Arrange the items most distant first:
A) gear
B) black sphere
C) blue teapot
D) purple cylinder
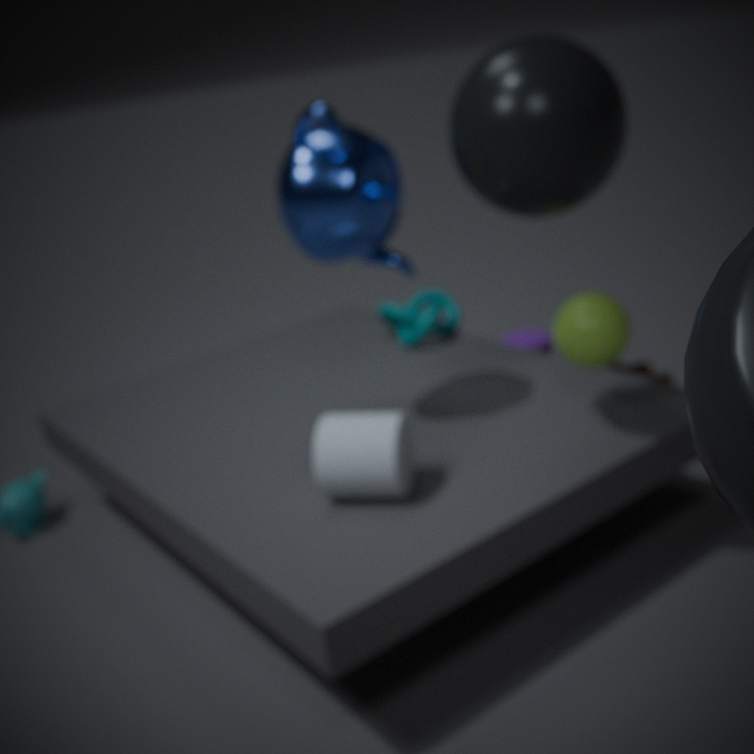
purple cylinder → gear → blue teapot → black sphere
